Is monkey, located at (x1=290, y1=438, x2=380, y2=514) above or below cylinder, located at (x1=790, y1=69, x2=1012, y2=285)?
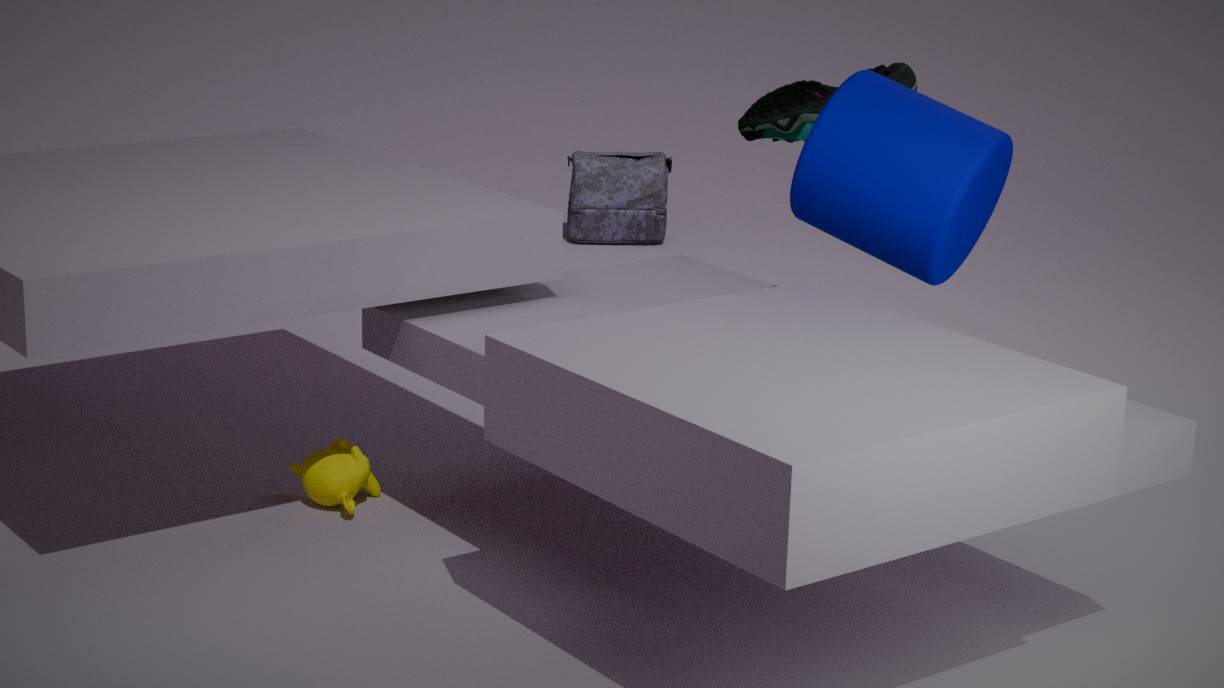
below
